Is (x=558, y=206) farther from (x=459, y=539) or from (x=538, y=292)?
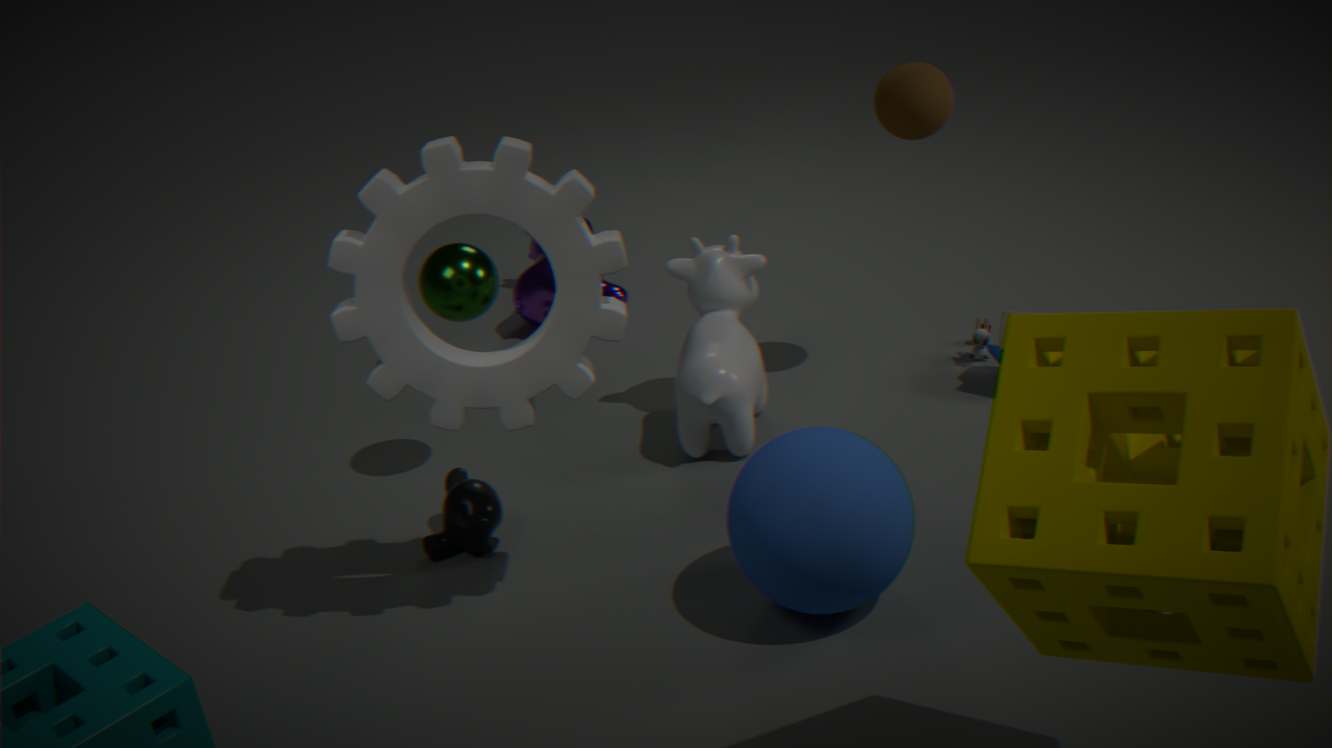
(x=538, y=292)
